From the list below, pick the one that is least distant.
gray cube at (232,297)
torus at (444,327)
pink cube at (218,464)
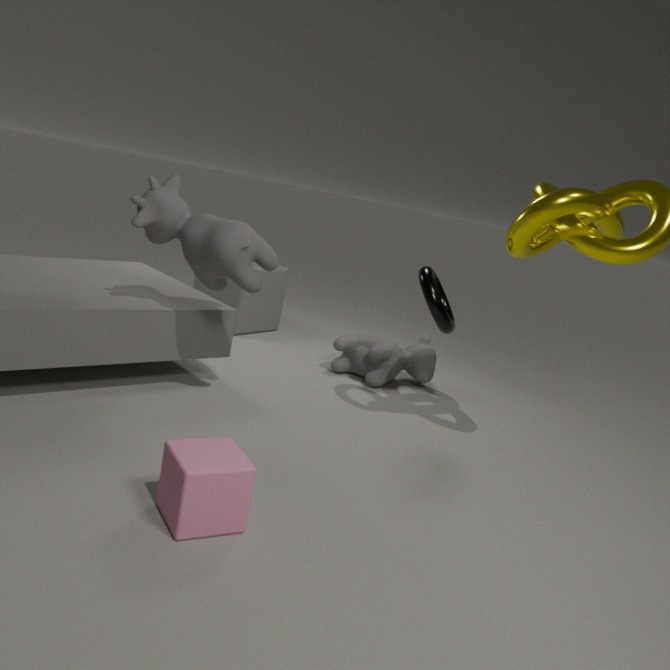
pink cube at (218,464)
